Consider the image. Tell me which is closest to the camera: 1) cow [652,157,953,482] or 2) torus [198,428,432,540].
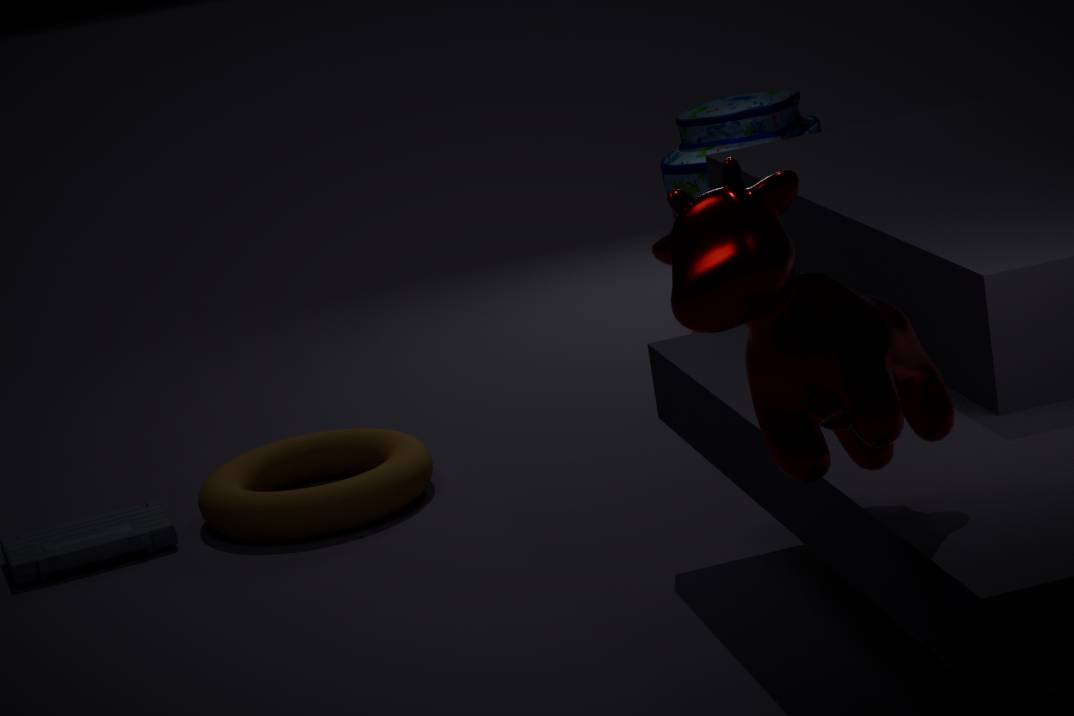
1. cow [652,157,953,482]
